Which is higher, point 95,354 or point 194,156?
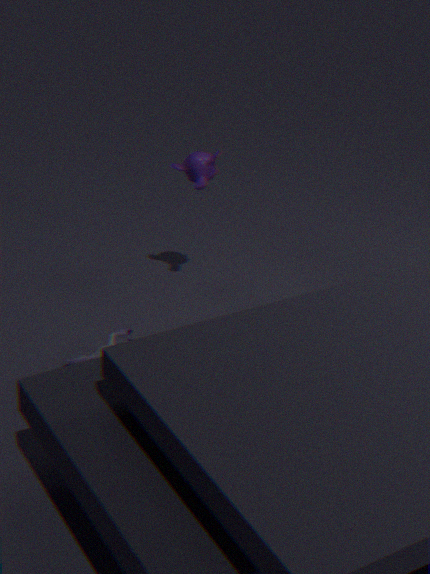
point 194,156
